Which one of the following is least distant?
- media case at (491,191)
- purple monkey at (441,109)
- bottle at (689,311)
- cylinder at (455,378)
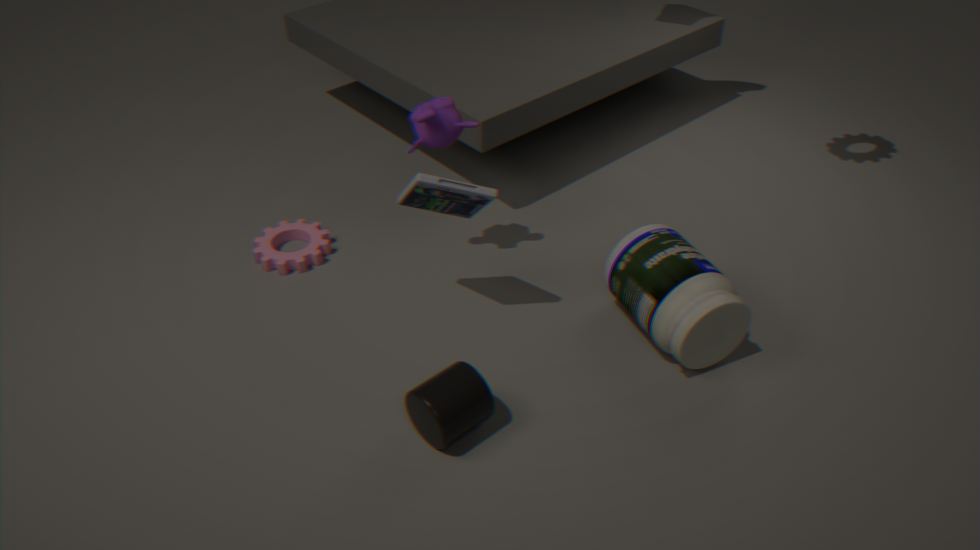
cylinder at (455,378)
